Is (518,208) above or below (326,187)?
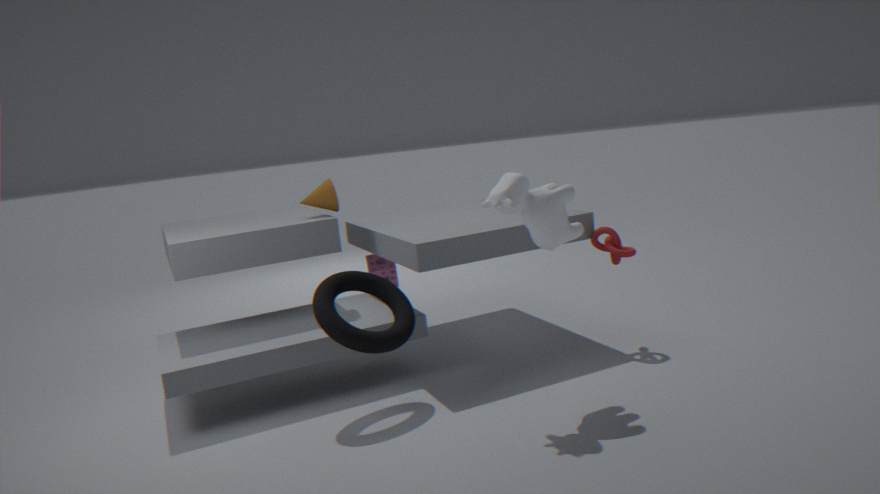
below
